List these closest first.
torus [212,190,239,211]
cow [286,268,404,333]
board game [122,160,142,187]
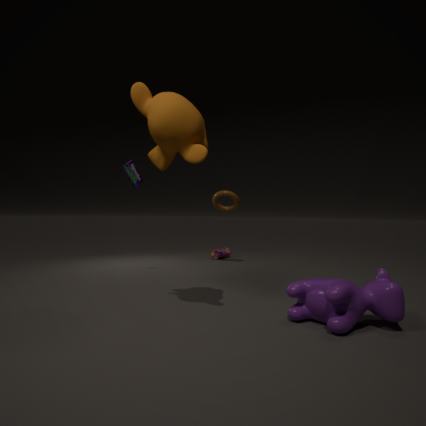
cow [286,268,404,333]
board game [122,160,142,187]
torus [212,190,239,211]
